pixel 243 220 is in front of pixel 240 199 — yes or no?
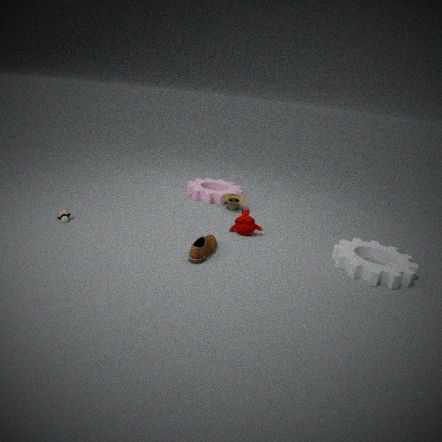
Yes
